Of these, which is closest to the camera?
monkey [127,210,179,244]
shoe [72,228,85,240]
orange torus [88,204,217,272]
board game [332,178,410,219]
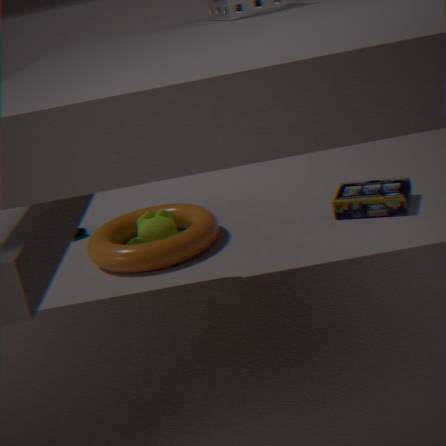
orange torus [88,204,217,272]
